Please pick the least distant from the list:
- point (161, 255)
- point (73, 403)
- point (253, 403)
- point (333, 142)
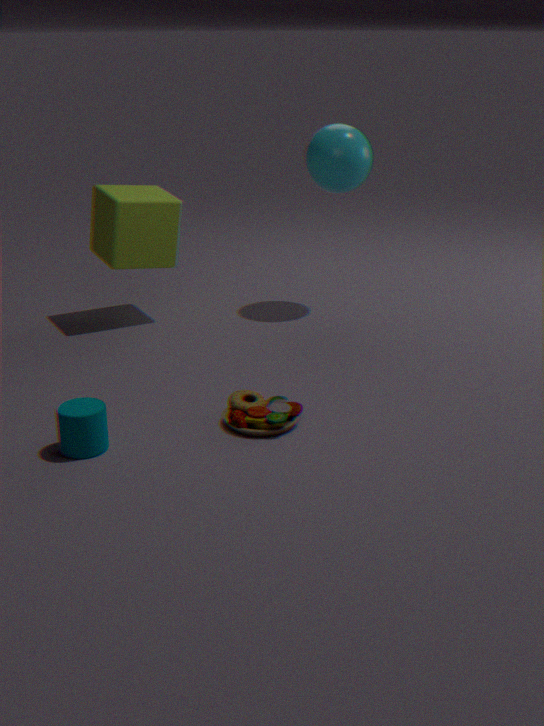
point (73, 403)
